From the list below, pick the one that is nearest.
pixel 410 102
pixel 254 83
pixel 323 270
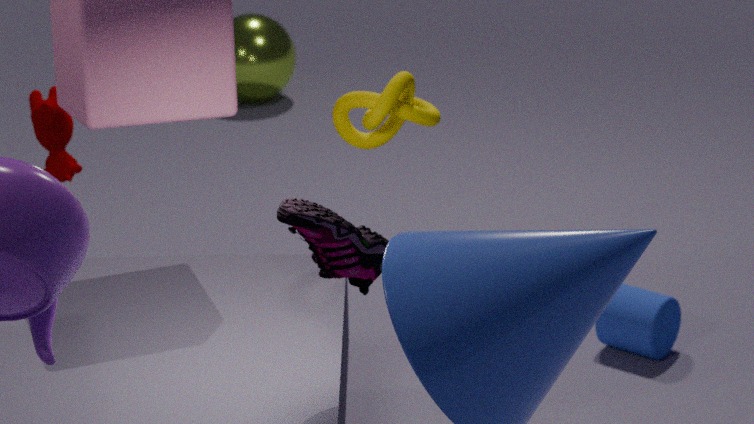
pixel 323 270
